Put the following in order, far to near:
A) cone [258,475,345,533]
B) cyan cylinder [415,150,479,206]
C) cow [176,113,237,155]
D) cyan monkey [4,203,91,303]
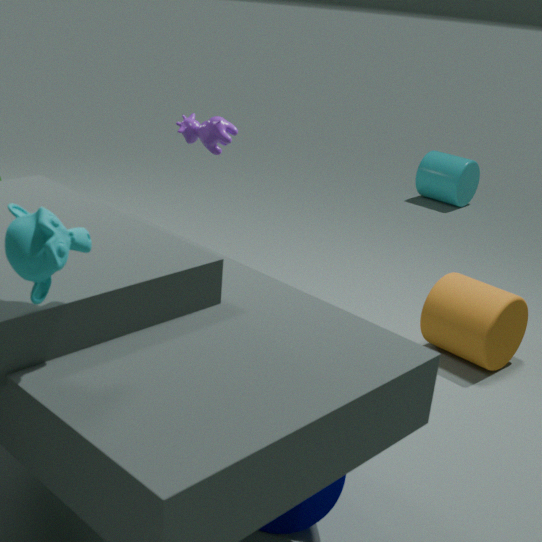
1. cyan cylinder [415,150,479,206]
2. cow [176,113,237,155]
3. cone [258,475,345,533]
4. cyan monkey [4,203,91,303]
